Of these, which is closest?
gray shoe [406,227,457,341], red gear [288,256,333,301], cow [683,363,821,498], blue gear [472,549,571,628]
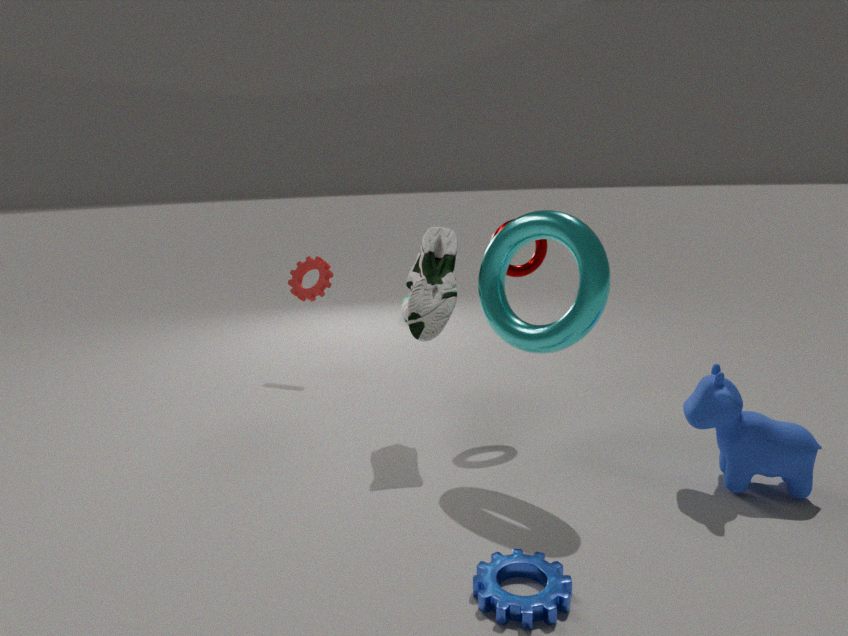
blue gear [472,549,571,628]
